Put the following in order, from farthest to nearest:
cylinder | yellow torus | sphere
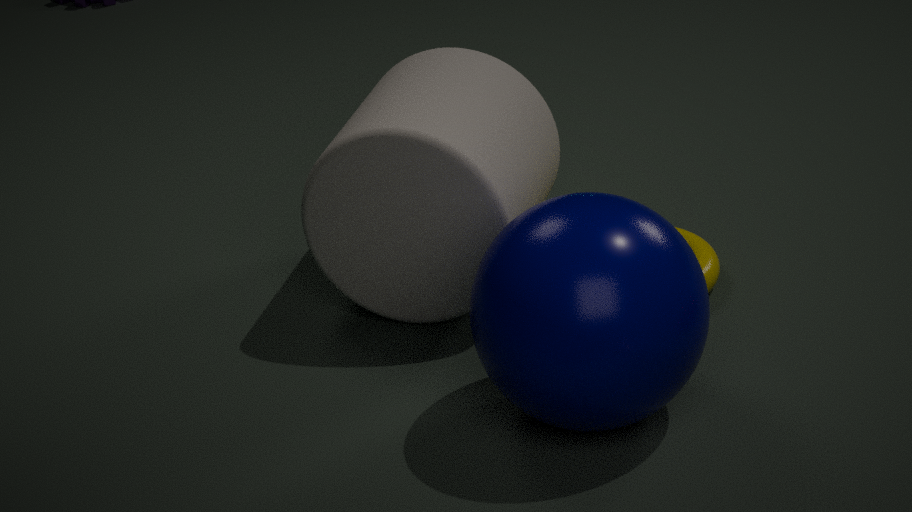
yellow torus → cylinder → sphere
